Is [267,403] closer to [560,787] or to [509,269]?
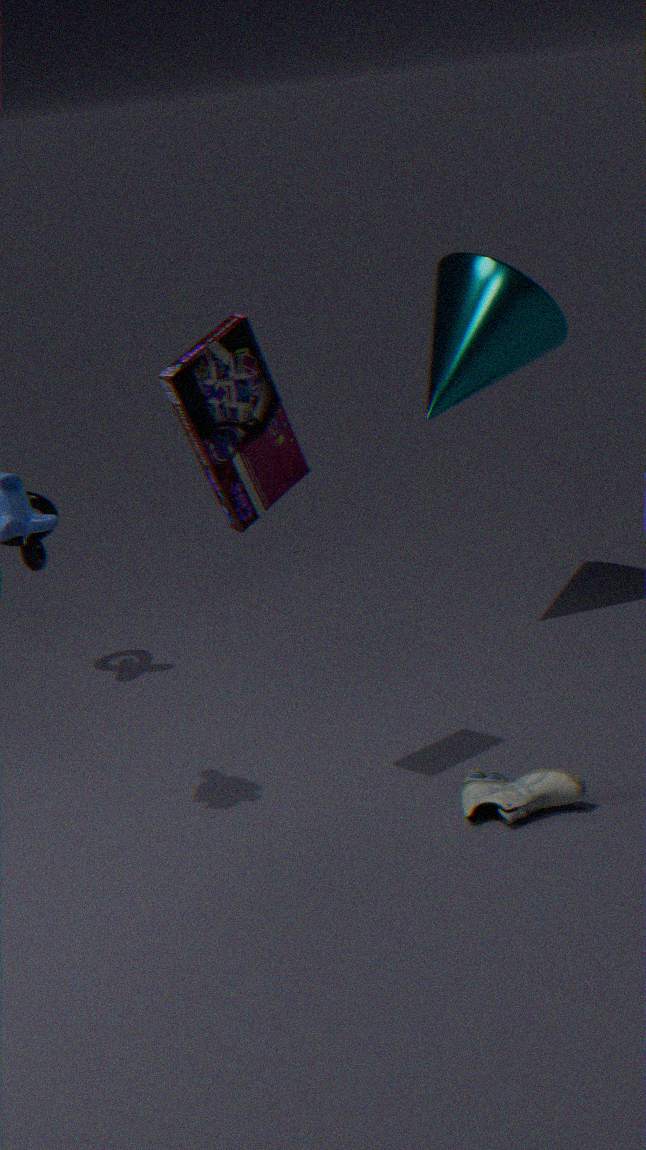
[560,787]
